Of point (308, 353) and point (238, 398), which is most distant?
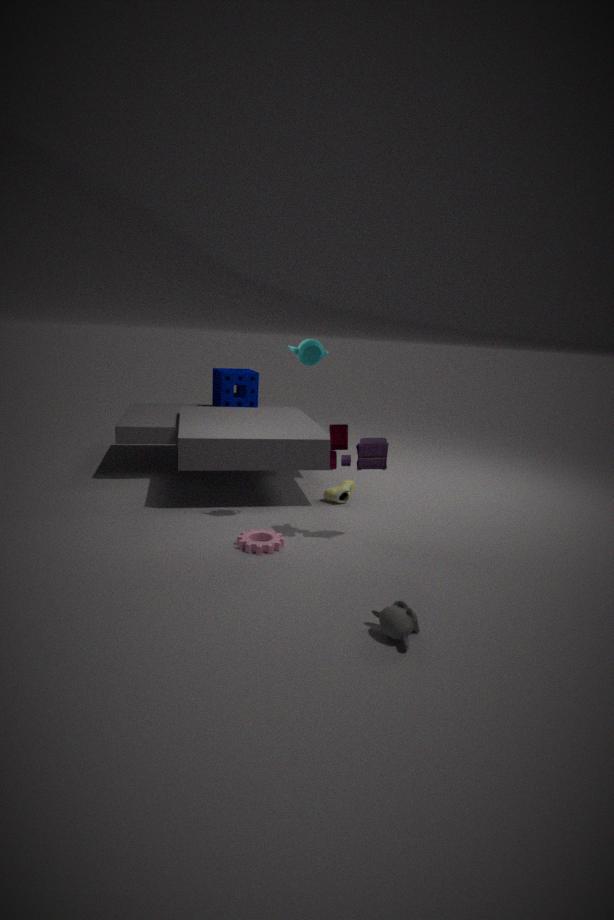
point (238, 398)
